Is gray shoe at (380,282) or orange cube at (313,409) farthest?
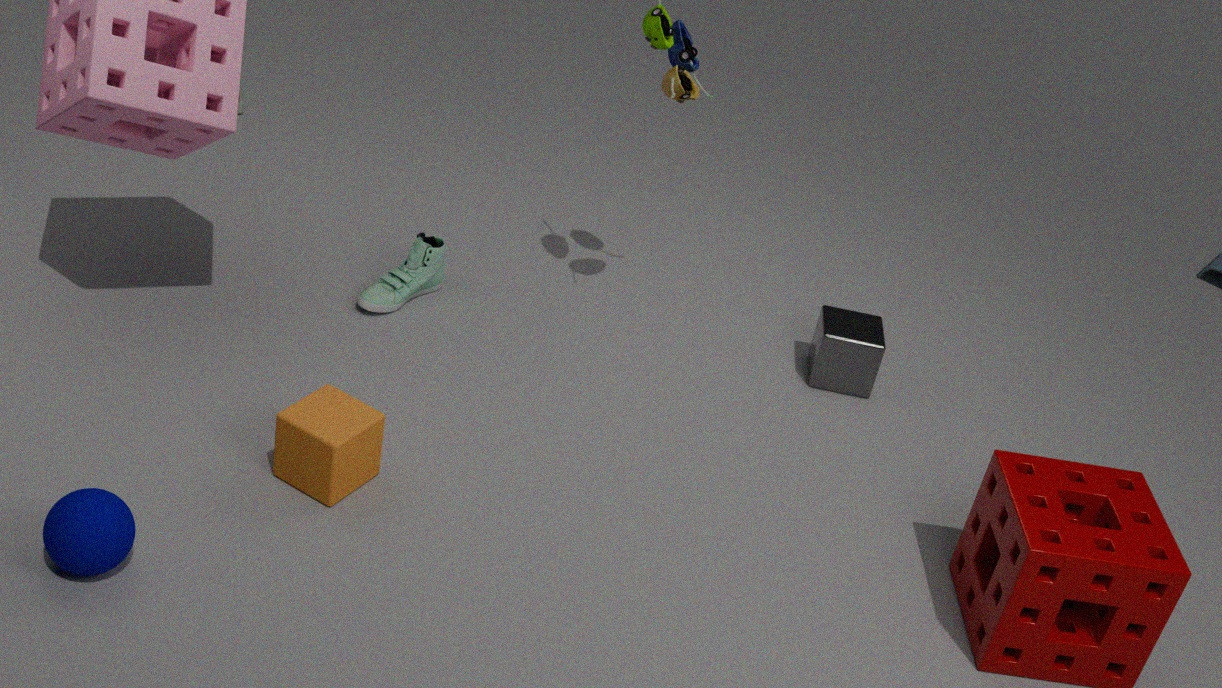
gray shoe at (380,282)
